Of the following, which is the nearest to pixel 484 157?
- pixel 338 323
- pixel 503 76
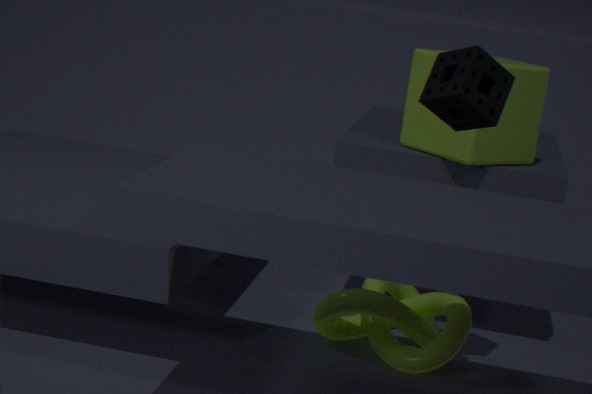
pixel 503 76
